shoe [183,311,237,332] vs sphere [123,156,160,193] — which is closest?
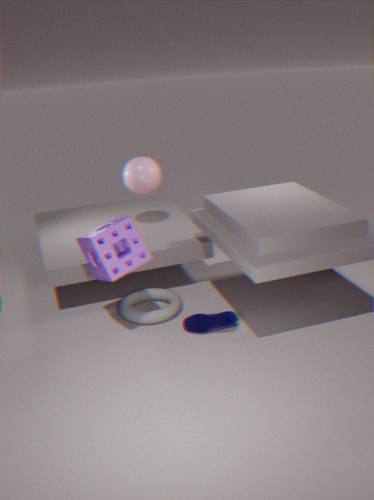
shoe [183,311,237,332]
